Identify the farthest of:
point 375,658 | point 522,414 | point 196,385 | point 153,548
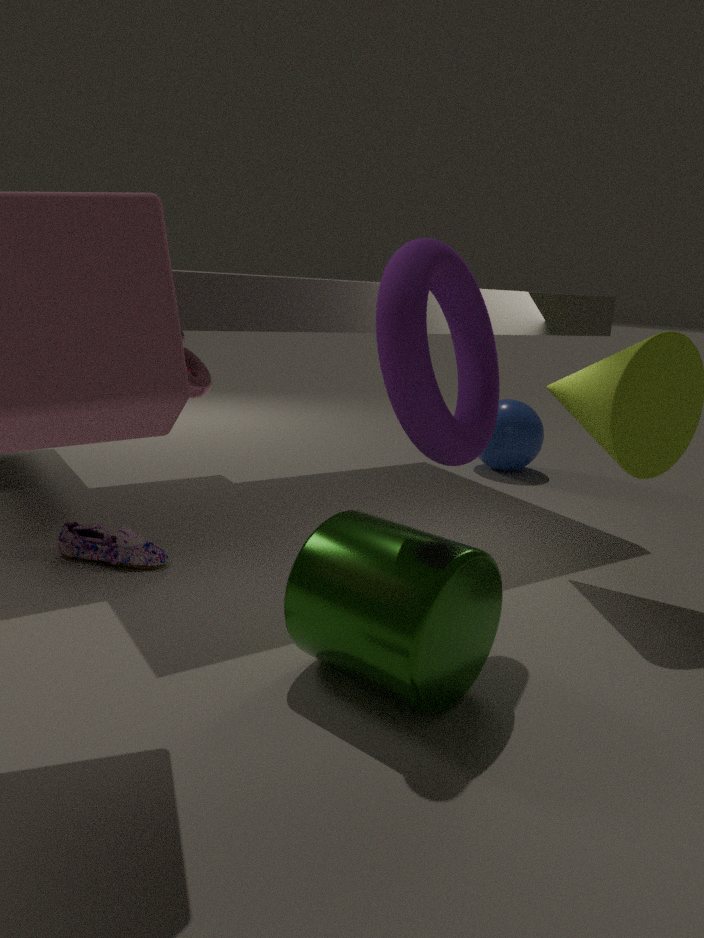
point 522,414
